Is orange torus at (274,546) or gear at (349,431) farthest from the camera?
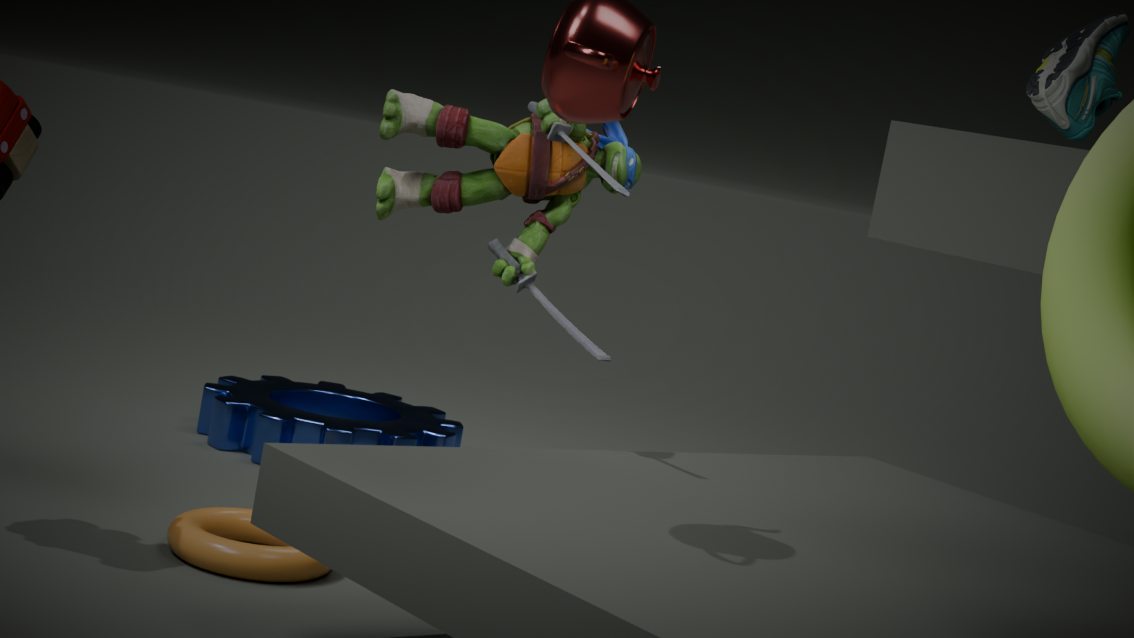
gear at (349,431)
